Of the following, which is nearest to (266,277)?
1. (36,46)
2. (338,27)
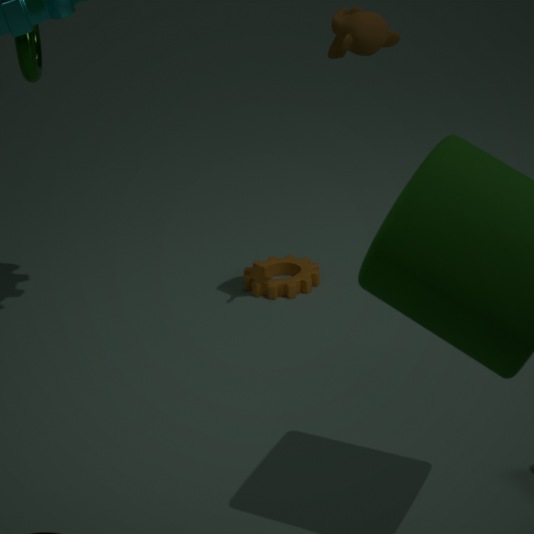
(338,27)
